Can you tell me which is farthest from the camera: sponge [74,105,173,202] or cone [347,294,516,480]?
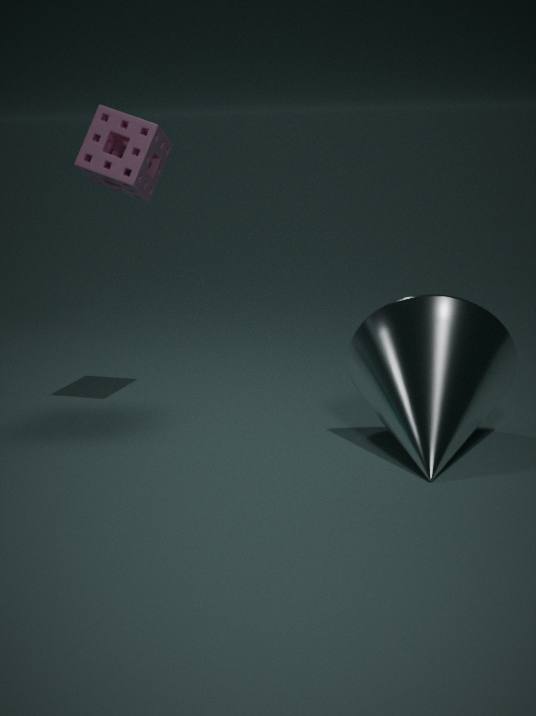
sponge [74,105,173,202]
